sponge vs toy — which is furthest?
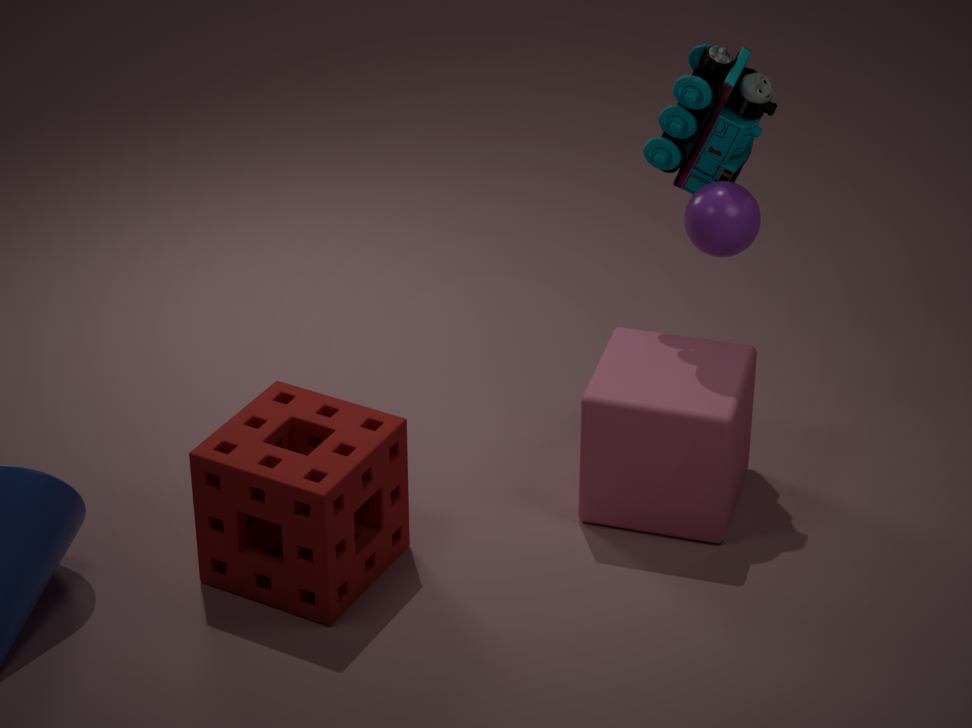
toy
